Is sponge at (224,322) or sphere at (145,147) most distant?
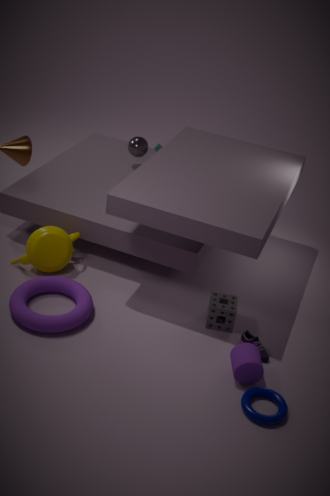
sphere at (145,147)
